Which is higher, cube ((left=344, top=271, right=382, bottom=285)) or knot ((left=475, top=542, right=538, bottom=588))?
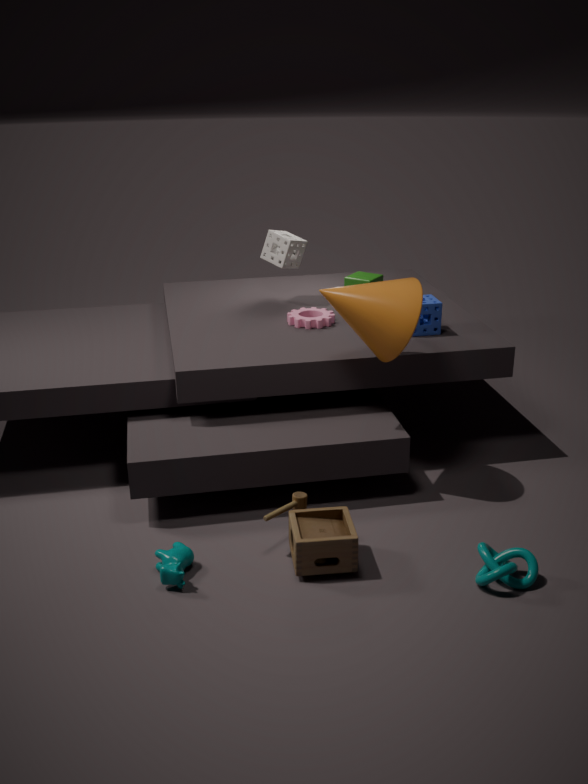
cube ((left=344, top=271, right=382, bottom=285))
